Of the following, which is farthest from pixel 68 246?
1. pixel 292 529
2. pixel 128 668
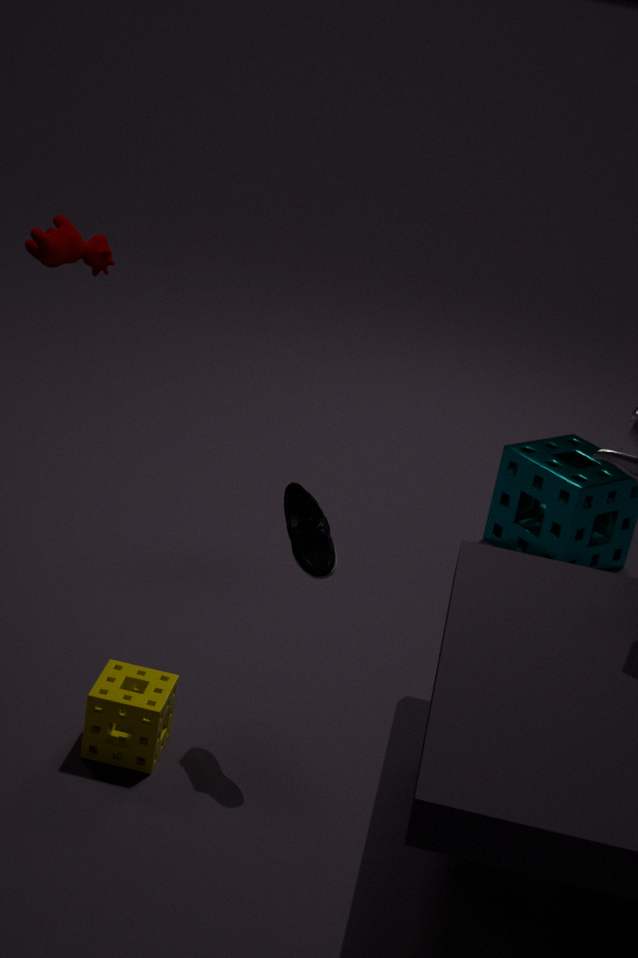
pixel 128 668
